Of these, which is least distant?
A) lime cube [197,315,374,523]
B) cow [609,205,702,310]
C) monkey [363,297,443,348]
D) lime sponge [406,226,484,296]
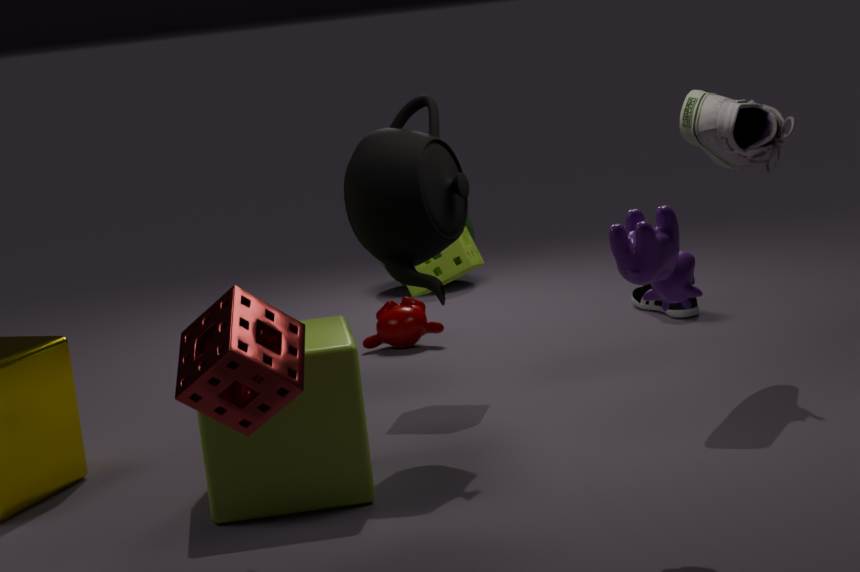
cow [609,205,702,310]
